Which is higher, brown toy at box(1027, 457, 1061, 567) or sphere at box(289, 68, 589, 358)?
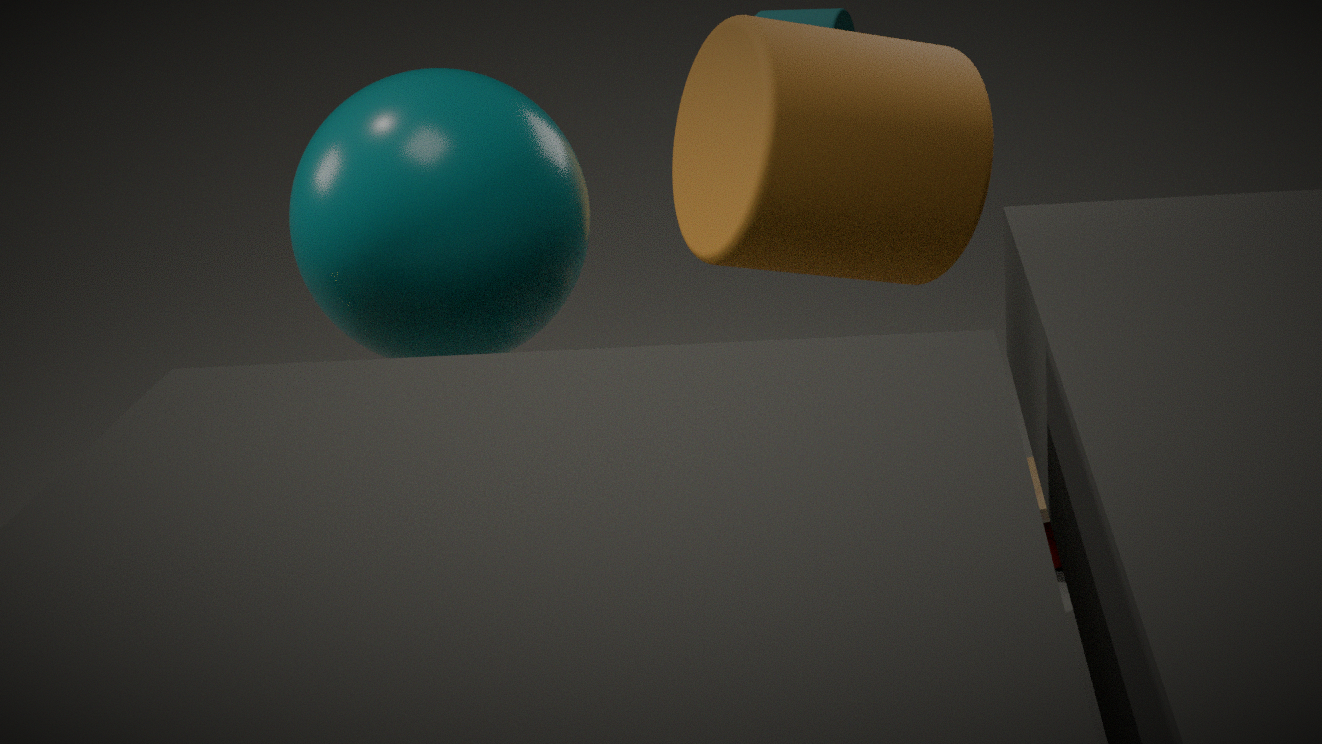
sphere at box(289, 68, 589, 358)
